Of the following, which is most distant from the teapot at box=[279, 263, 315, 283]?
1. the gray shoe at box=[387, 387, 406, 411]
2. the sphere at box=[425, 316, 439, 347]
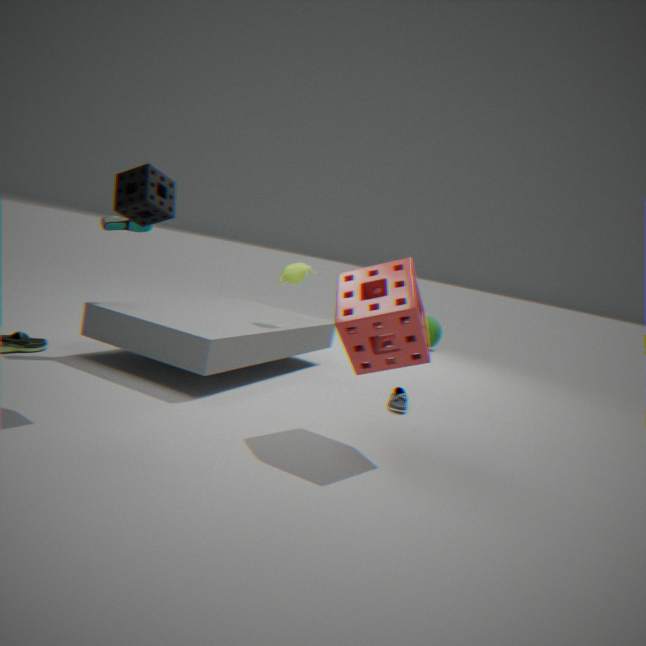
the sphere at box=[425, 316, 439, 347]
